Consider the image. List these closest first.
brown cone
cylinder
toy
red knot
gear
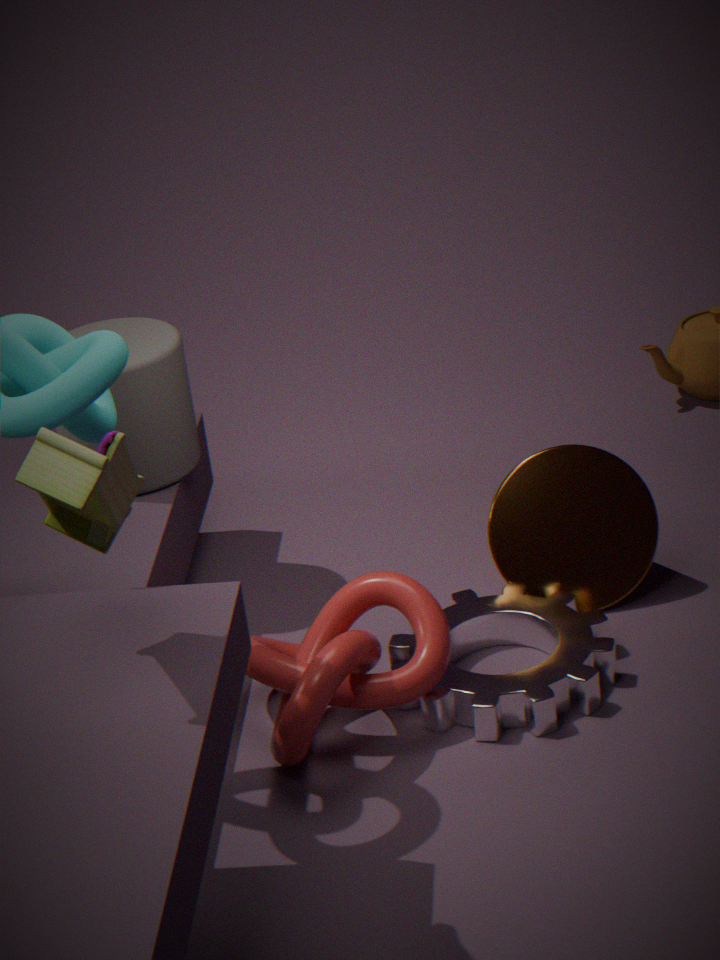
toy
red knot
gear
cylinder
brown cone
